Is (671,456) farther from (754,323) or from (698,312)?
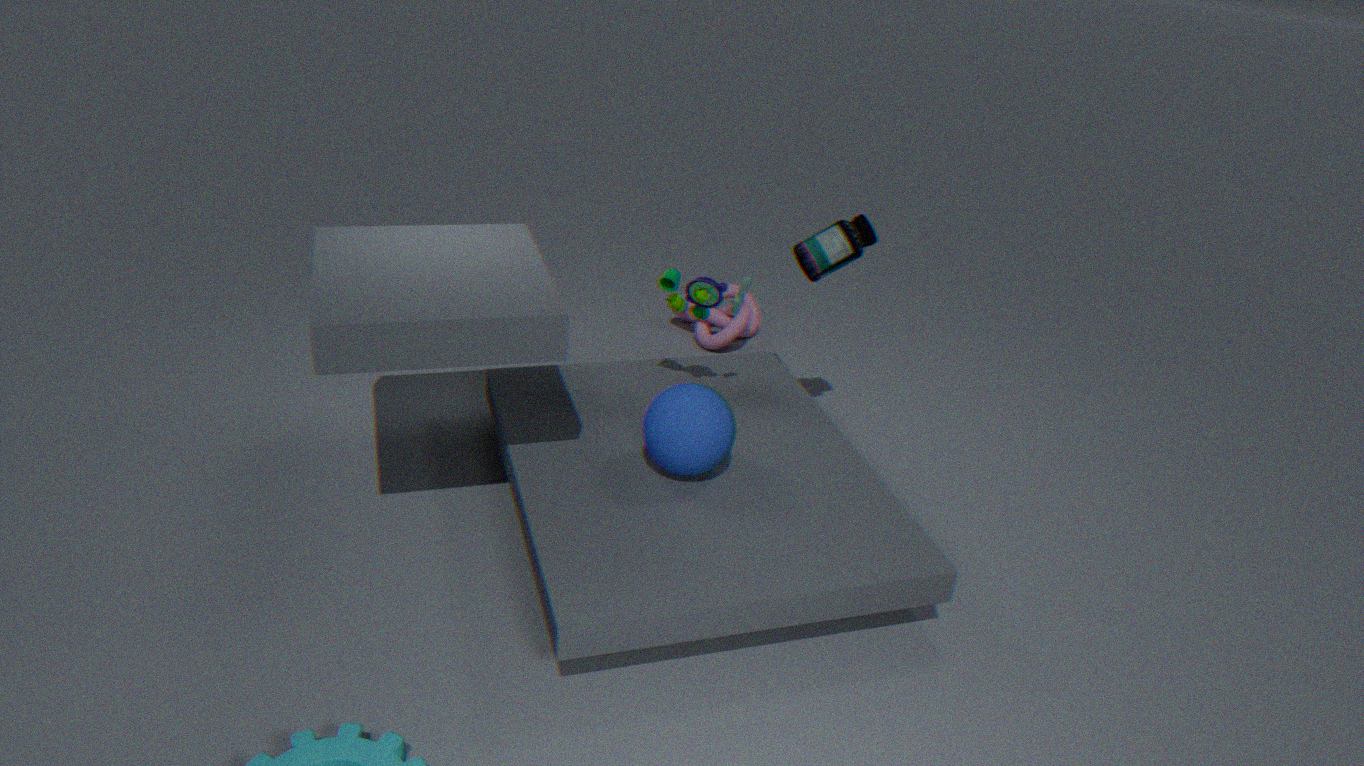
(754,323)
